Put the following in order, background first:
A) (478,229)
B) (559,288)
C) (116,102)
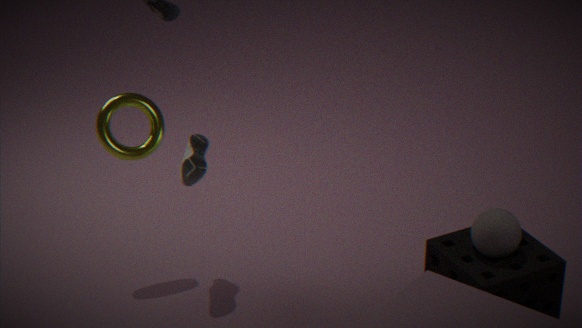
(116,102) → (559,288) → (478,229)
